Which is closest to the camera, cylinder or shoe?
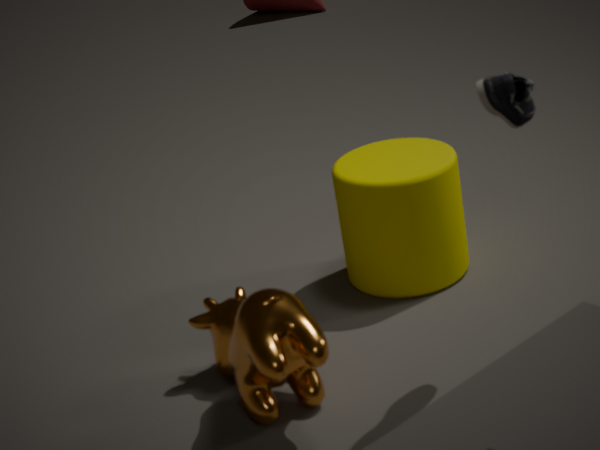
shoe
